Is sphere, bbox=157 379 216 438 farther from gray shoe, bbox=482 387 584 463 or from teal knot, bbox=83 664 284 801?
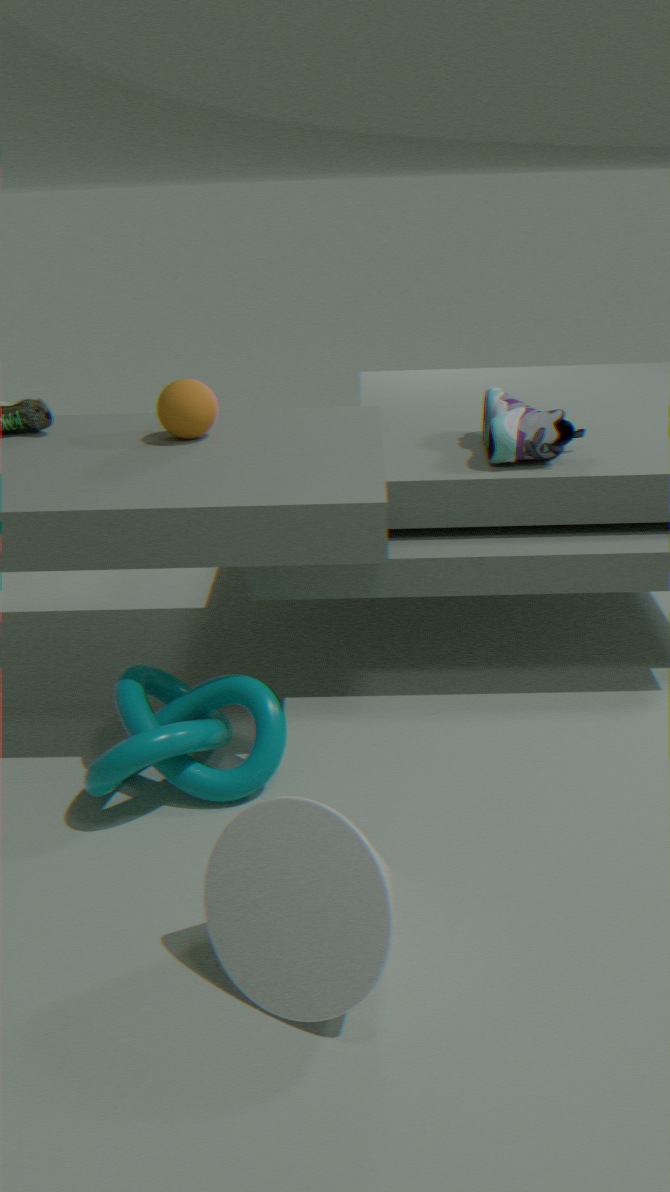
gray shoe, bbox=482 387 584 463
